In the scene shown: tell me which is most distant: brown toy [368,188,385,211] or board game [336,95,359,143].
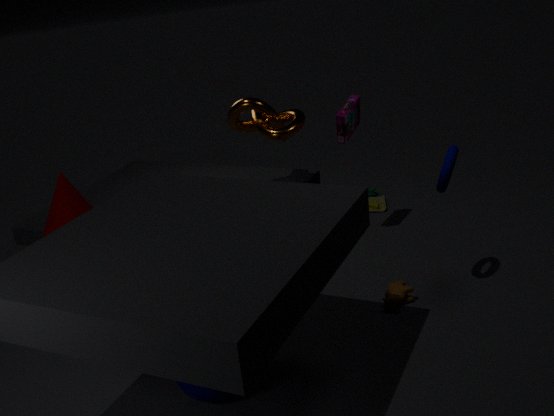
brown toy [368,188,385,211]
